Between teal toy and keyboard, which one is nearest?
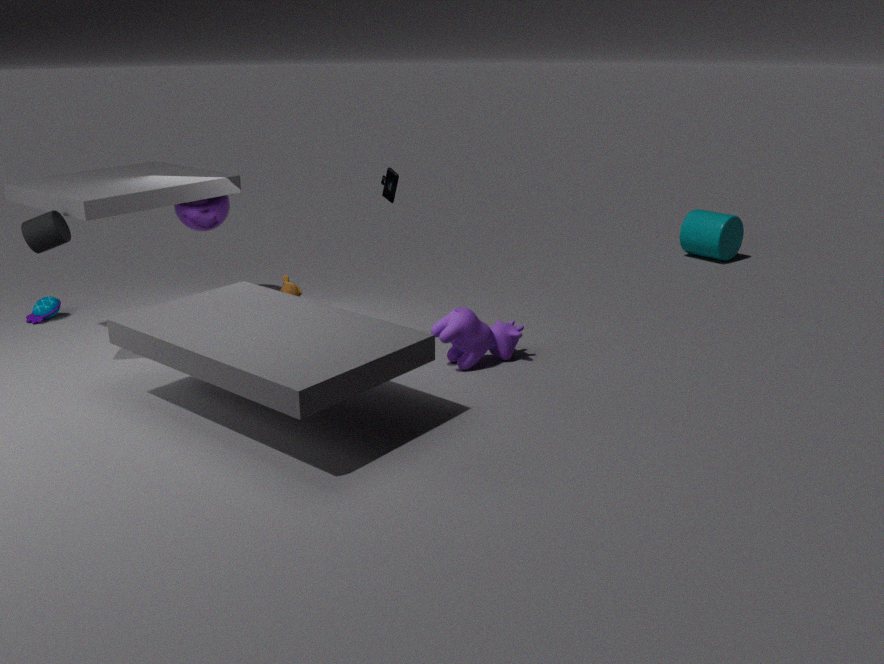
keyboard
